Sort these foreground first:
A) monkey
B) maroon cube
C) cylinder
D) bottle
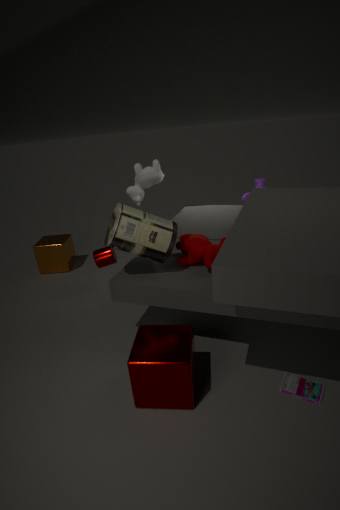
1. B. maroon cube
2. D. bottle
3. C. cylinder
4. A. monkey
